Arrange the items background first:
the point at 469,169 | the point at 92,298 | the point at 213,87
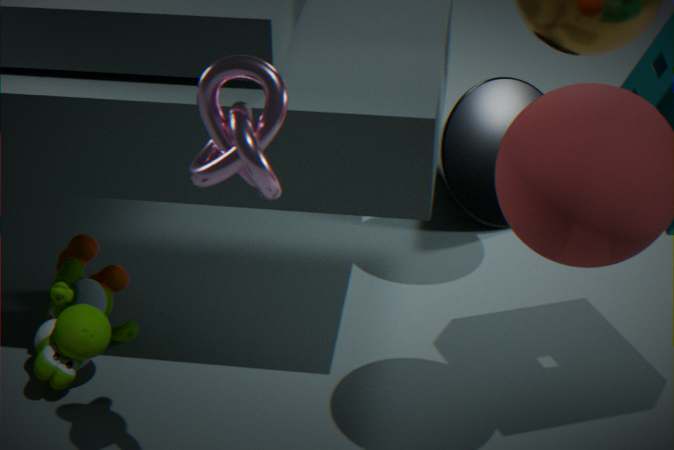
1. the point at 469,169
2. the point at 92,298
3. the point at 213,87
